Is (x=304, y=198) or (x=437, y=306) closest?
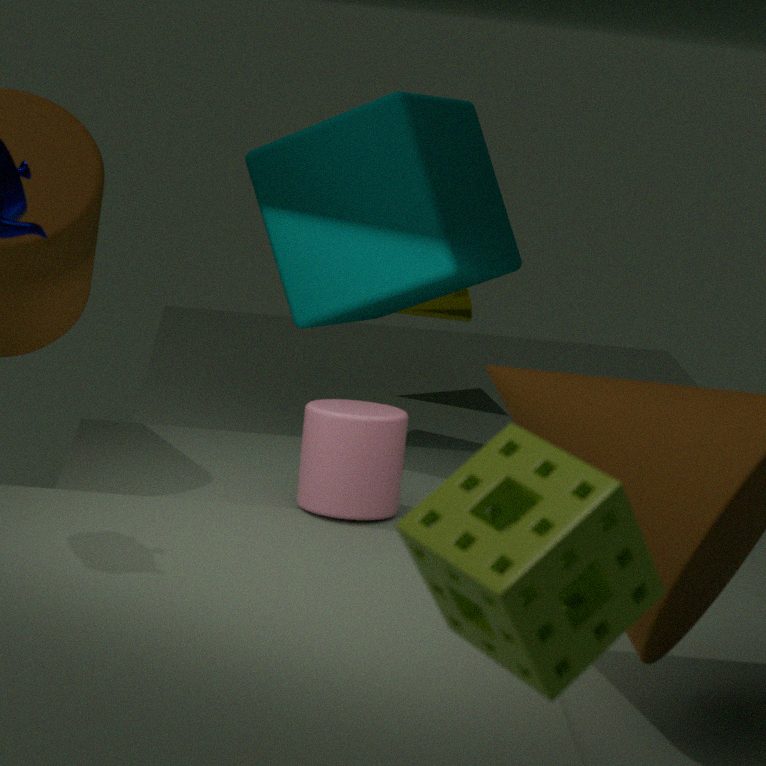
(x=304, y=198)
